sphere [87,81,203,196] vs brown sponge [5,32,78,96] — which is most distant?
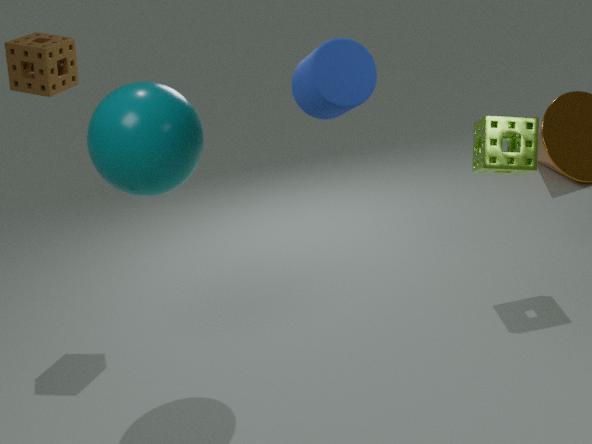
brown sponge [5,32,78,96]
